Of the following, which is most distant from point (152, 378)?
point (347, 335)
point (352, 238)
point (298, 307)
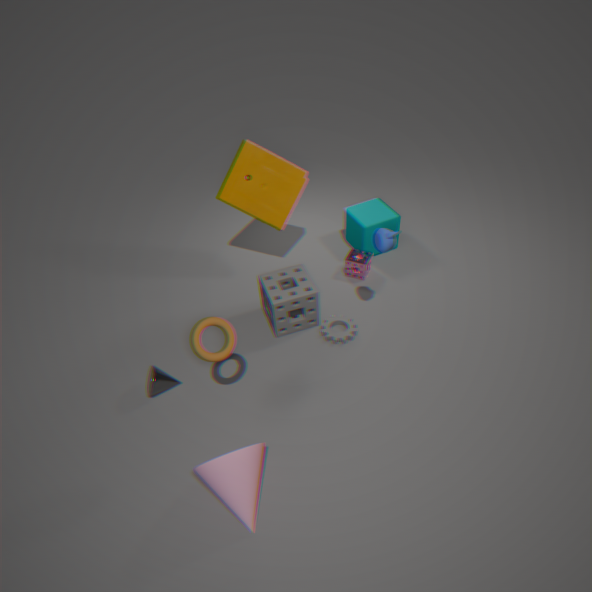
point (352, 238)
